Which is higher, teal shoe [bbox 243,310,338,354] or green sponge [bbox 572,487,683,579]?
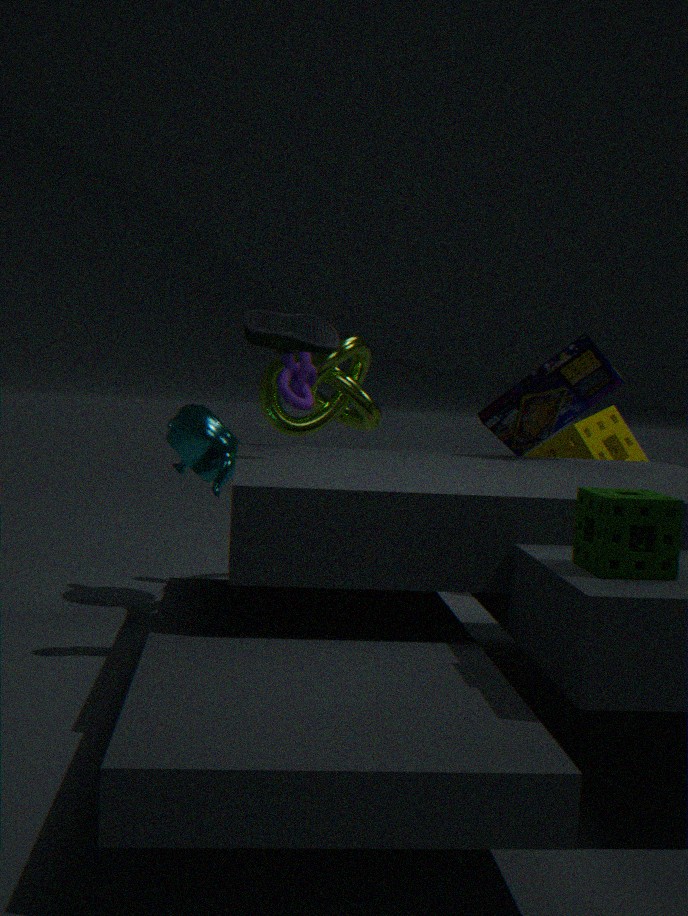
teal shoe [bbox 243,310,338,354]
